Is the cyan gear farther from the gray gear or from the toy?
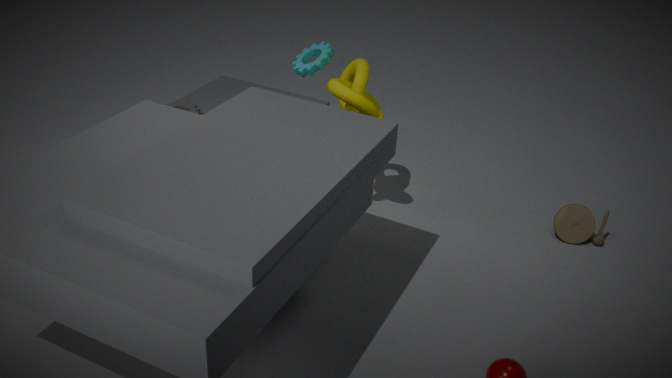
the toy
